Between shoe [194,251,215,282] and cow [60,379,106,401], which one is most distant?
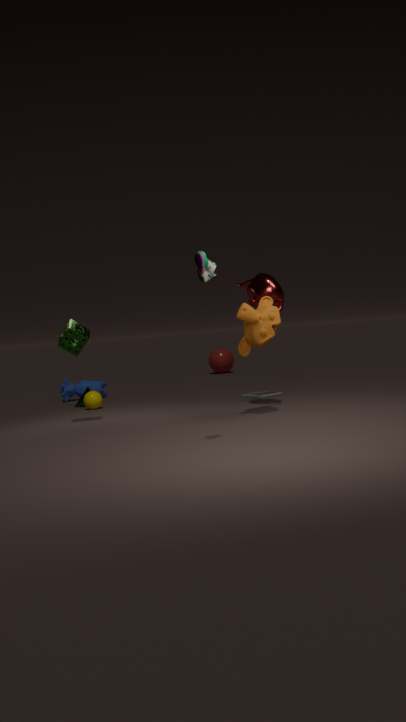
cow [60,379,106,401]
